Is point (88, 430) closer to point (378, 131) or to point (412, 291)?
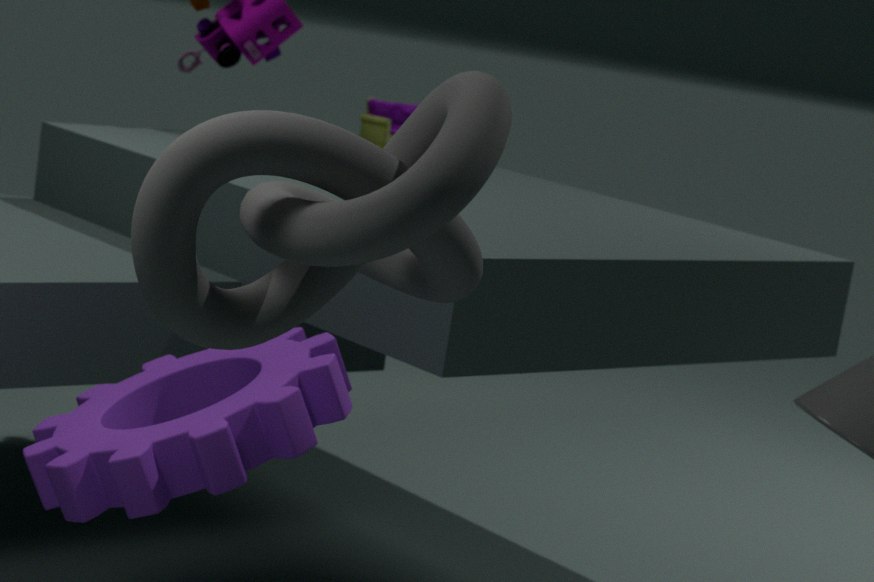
point (412, 291)
